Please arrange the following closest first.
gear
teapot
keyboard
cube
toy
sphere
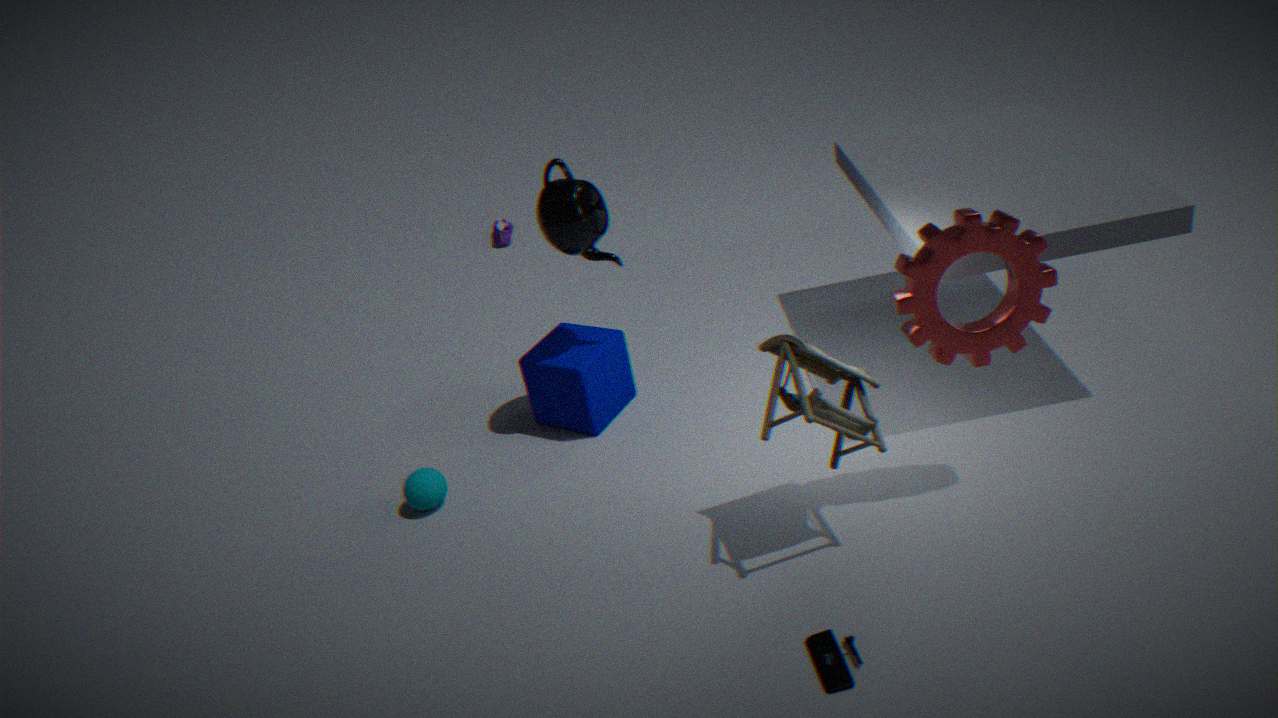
keyboard → toy → gear → teapot → sphere → cube
